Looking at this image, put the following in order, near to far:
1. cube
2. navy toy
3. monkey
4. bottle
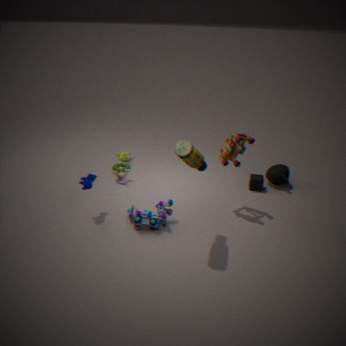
1. bottle
2. navy toy
3. cube
4. monkey
